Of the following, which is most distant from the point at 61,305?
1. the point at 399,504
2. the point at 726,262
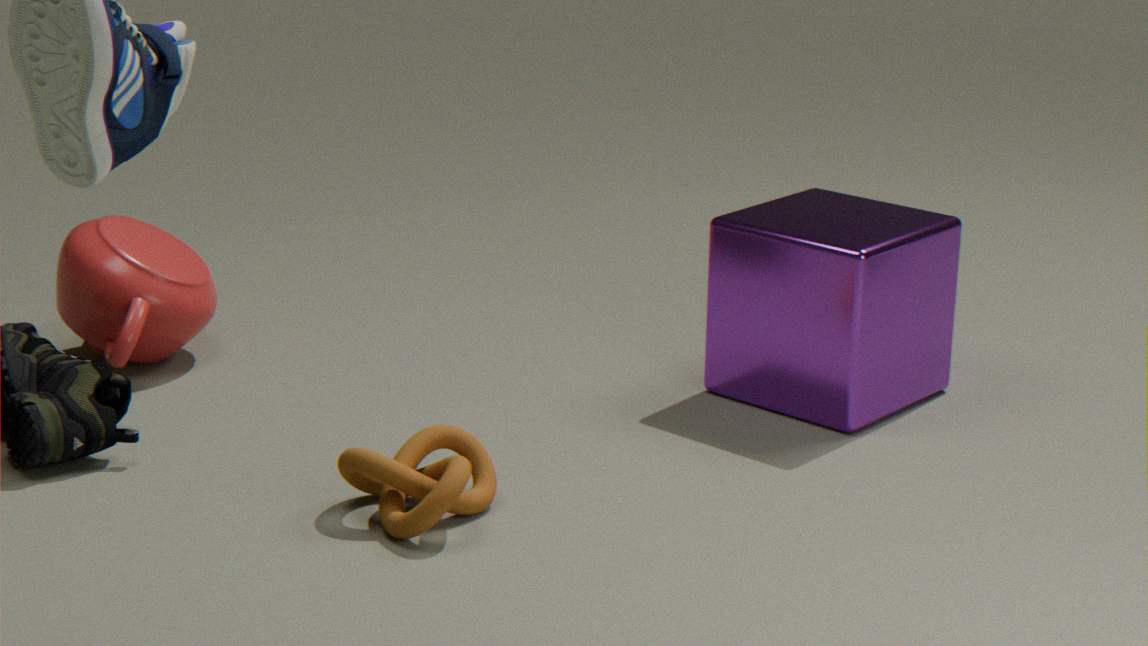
the point at 726,262
